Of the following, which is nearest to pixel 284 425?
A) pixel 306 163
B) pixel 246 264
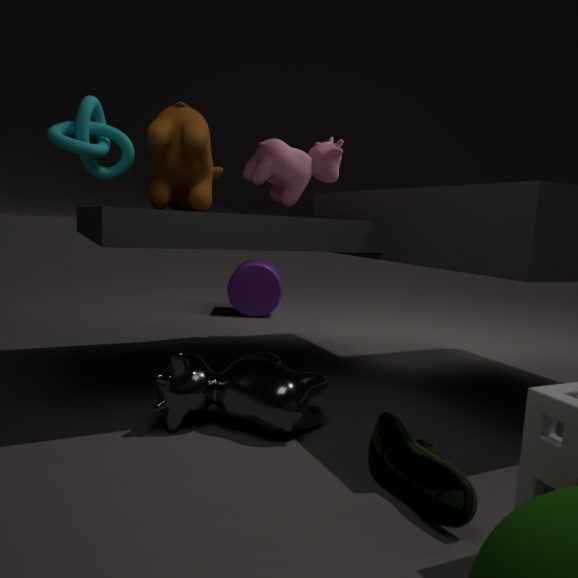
pixel 306 163
